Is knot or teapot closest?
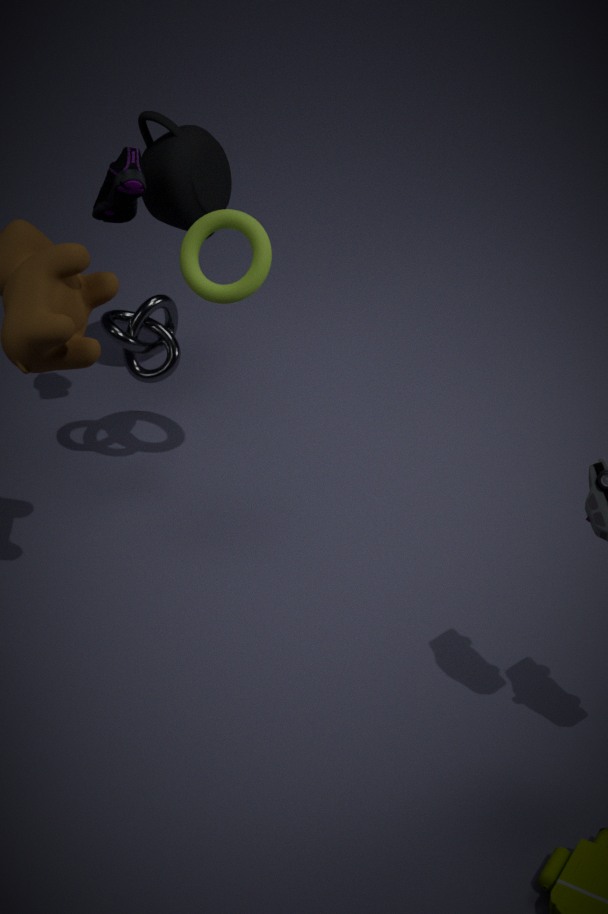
knot
